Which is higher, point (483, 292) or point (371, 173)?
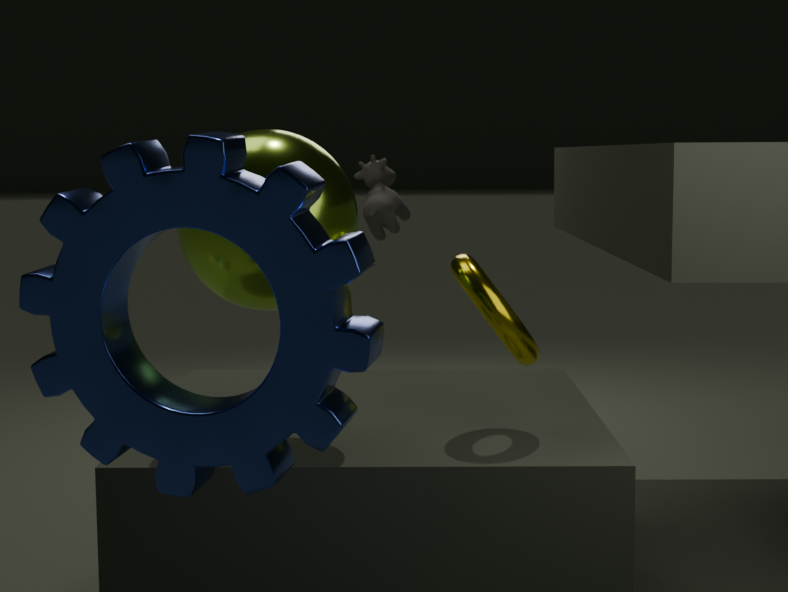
point (371, 173)
